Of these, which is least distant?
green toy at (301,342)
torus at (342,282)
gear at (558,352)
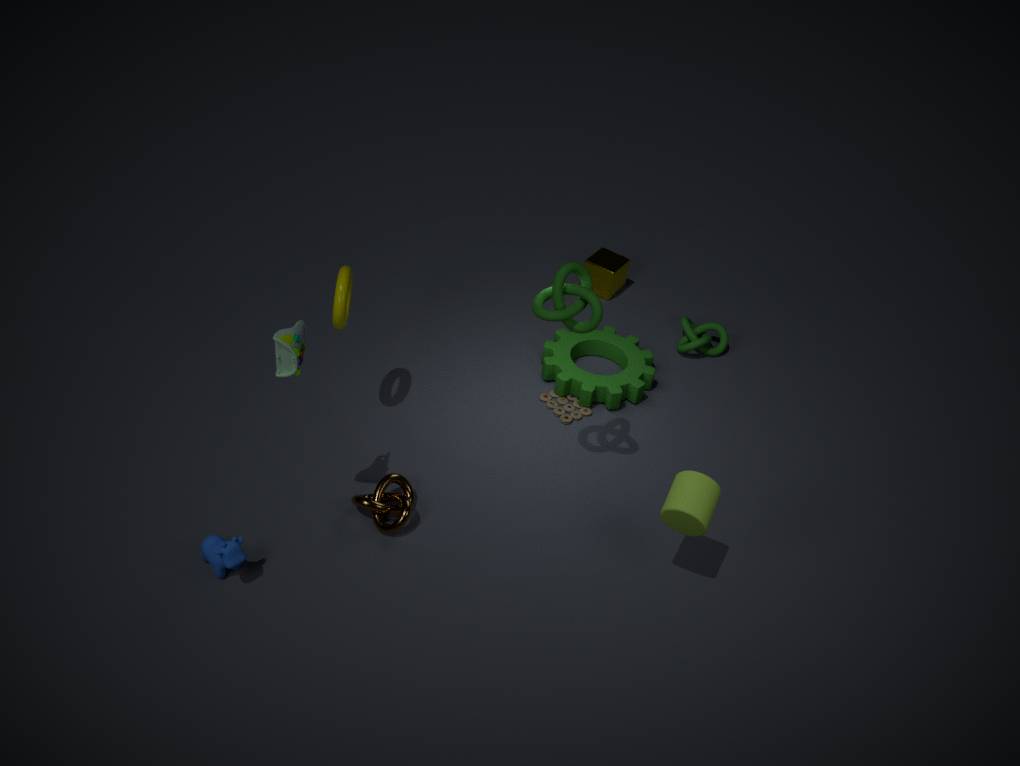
green toy at (301,342)
